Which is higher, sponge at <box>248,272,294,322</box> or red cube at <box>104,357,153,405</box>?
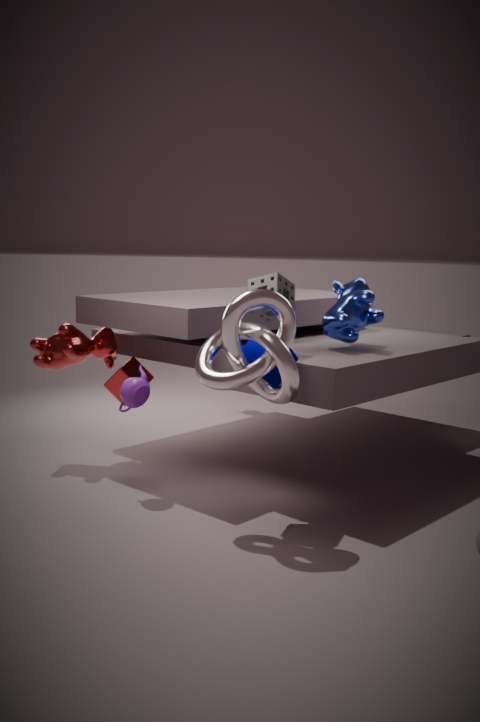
sponge at <box>248,272,294,322</box>
